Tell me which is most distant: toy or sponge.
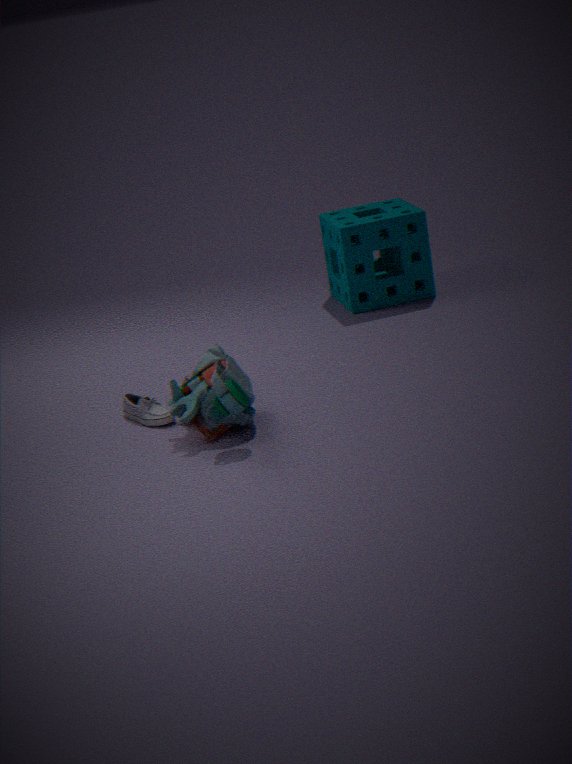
sponge
